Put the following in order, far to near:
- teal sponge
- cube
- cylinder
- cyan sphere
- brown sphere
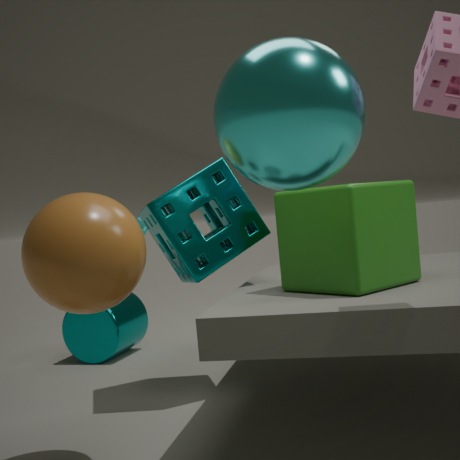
cylinder → teal sponge → cube → brown sphere → cyan sphere
